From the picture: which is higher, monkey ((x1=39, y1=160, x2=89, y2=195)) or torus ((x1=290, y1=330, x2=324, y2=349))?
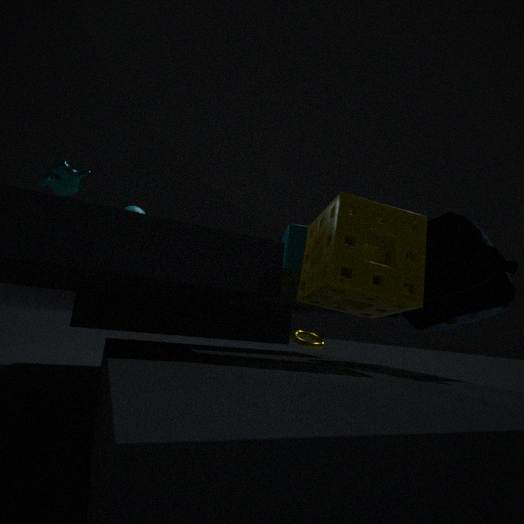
monkey ((x1=39, y1=160, x2=89, y2=195))
